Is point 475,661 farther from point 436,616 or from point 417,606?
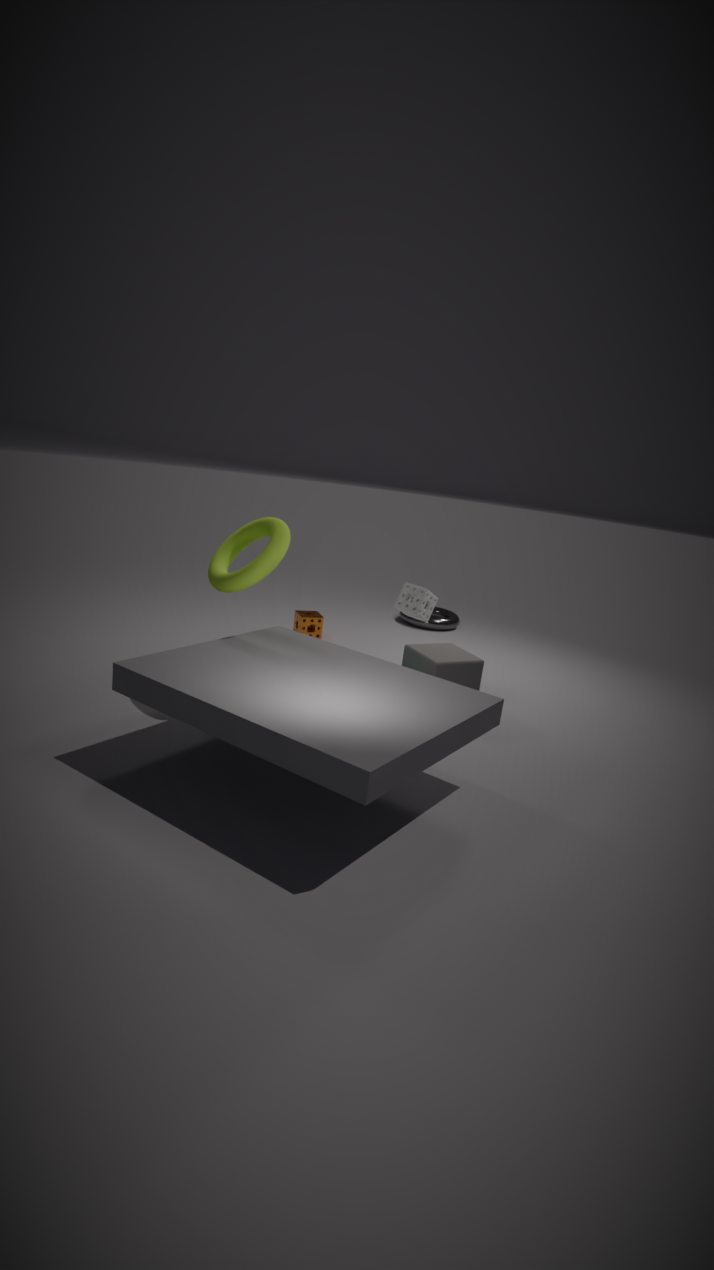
point 436,616
